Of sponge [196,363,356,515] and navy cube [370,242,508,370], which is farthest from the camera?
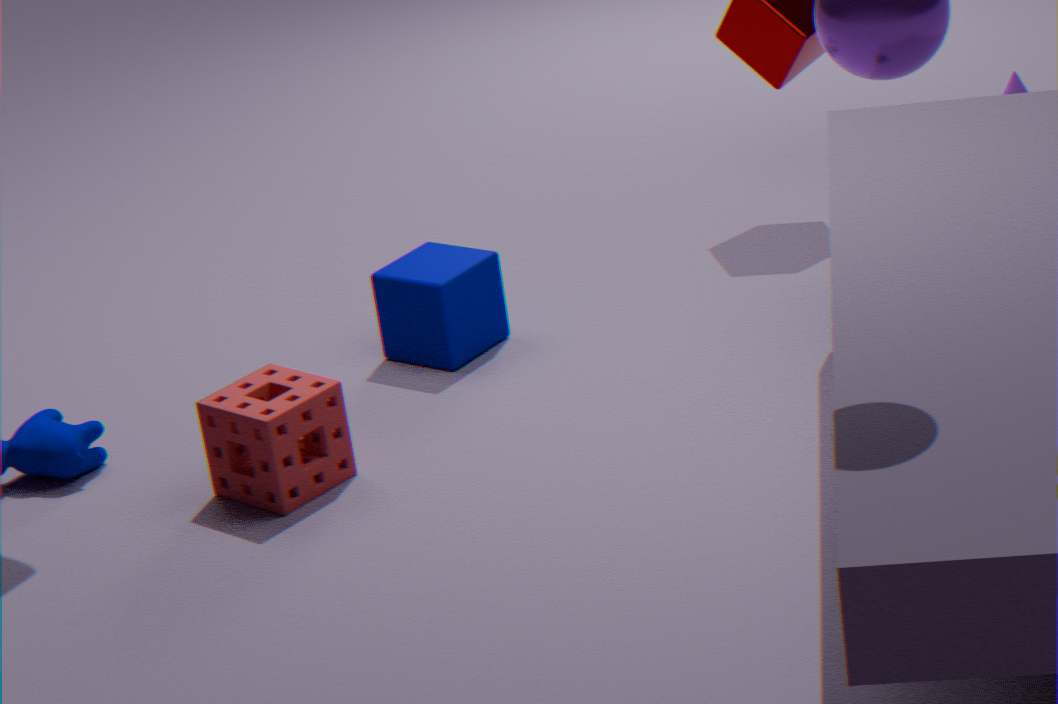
navy cube [370,242,508,370]
